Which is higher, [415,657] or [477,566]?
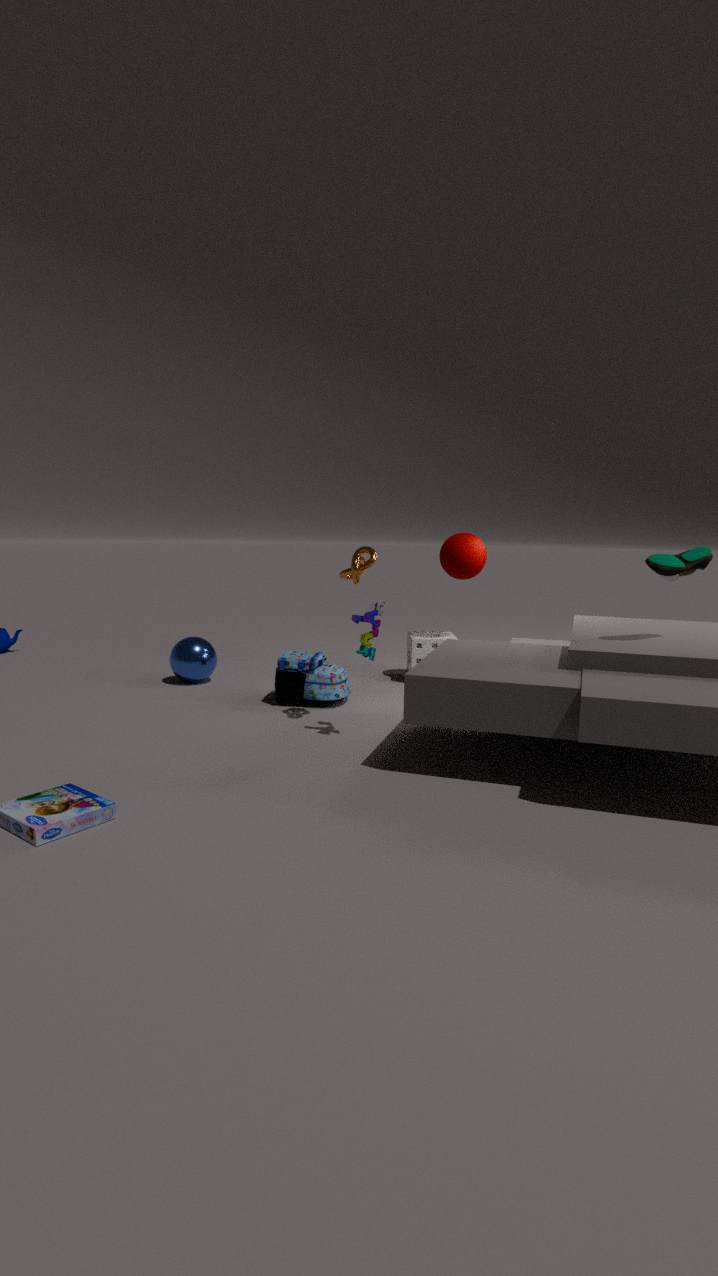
[477,566]
